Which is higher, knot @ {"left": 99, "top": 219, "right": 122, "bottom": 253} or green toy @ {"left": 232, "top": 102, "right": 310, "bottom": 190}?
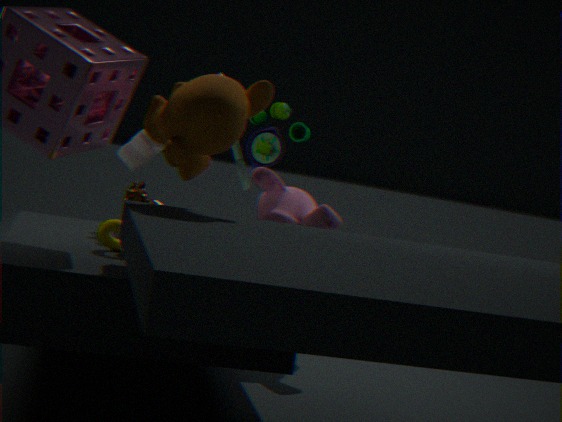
green toy @ {"left": 232, "top": 102, "right": 310, "bottom": 190}
